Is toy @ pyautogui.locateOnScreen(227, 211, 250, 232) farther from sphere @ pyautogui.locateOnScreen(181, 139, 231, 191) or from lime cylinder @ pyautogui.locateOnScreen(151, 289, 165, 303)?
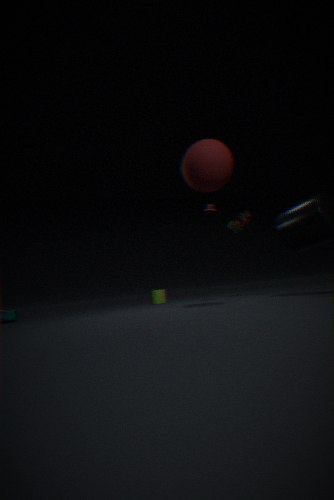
lime cylinder @ pyautogui.locateOnScreen(151, 289, 165, 303)
